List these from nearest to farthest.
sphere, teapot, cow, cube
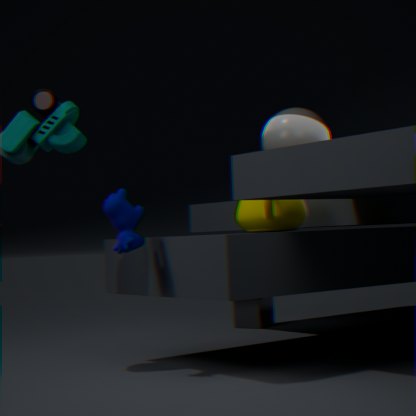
cow → teapot → sphere → cube
